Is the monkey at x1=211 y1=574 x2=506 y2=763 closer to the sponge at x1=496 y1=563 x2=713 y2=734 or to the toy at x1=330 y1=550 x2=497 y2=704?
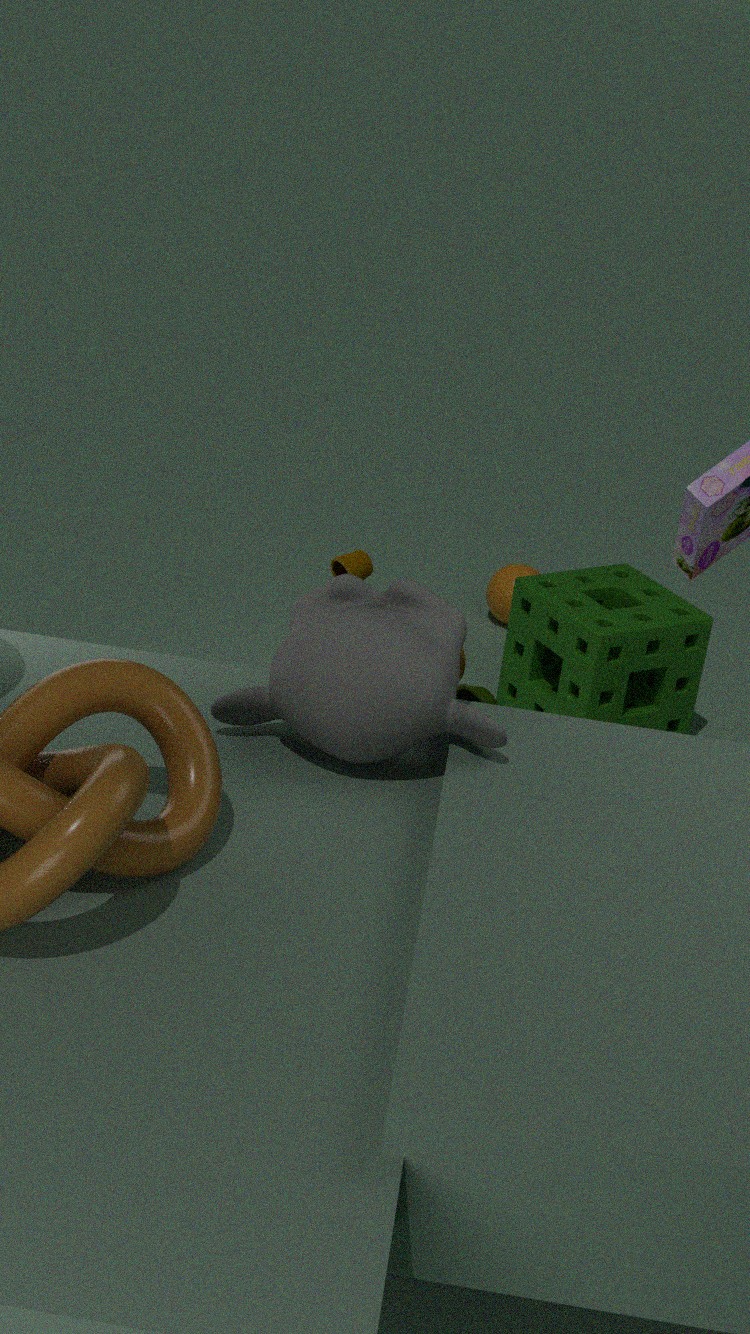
the toy at x1=330 y1=550 x2=497 y2=704
